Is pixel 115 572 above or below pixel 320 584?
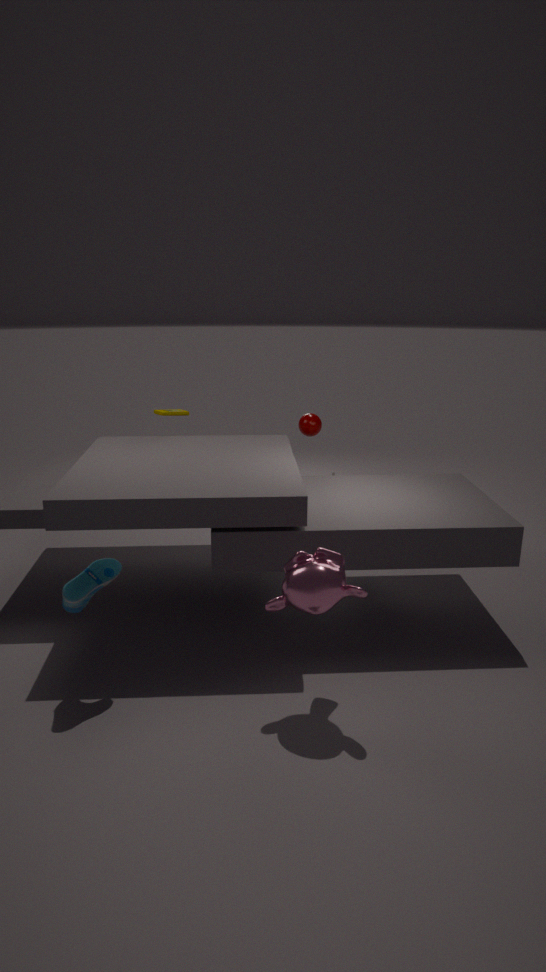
below
